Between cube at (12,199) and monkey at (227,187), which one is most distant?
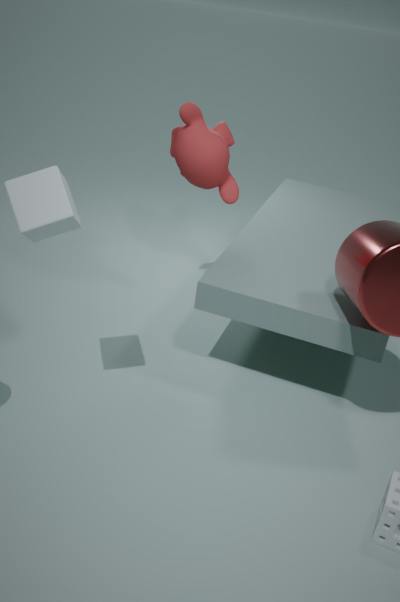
monkey at (227,187)
